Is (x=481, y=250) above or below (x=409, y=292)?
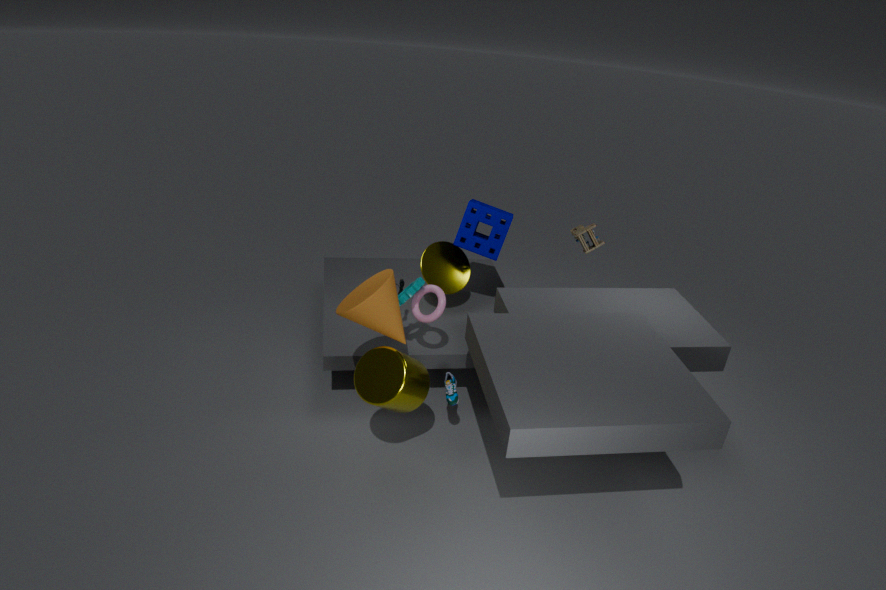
above
